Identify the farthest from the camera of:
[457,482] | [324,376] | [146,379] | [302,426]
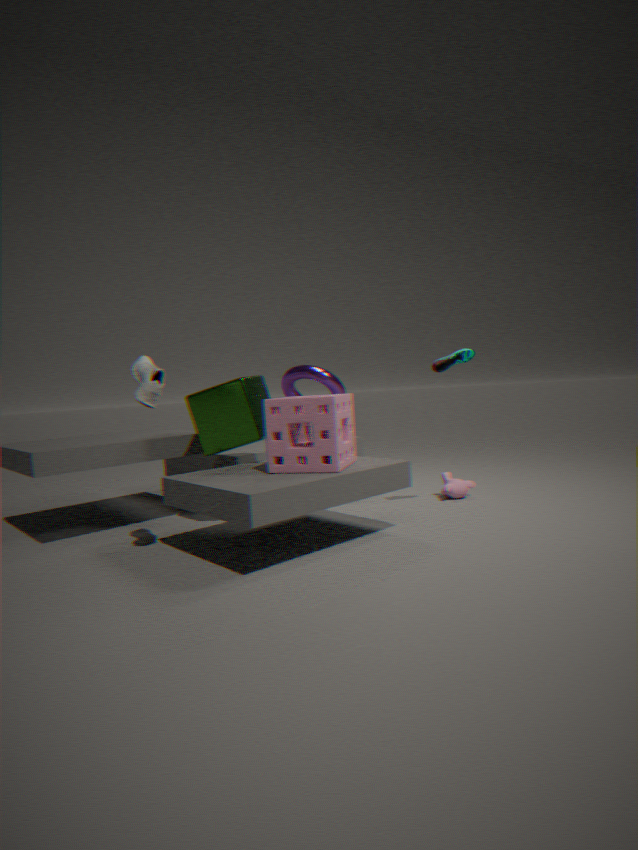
[324,376]
